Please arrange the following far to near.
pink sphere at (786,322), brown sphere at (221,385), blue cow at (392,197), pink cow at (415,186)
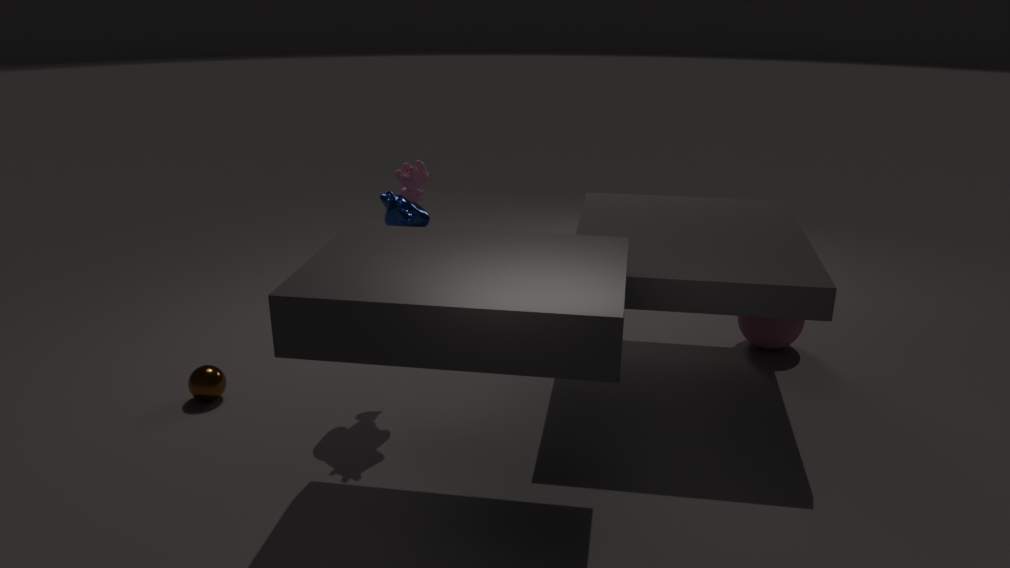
pink sphere at (786,322) → brown sphere at (221,385) → pink cow at (415,186) → blue cow at (392,197)
